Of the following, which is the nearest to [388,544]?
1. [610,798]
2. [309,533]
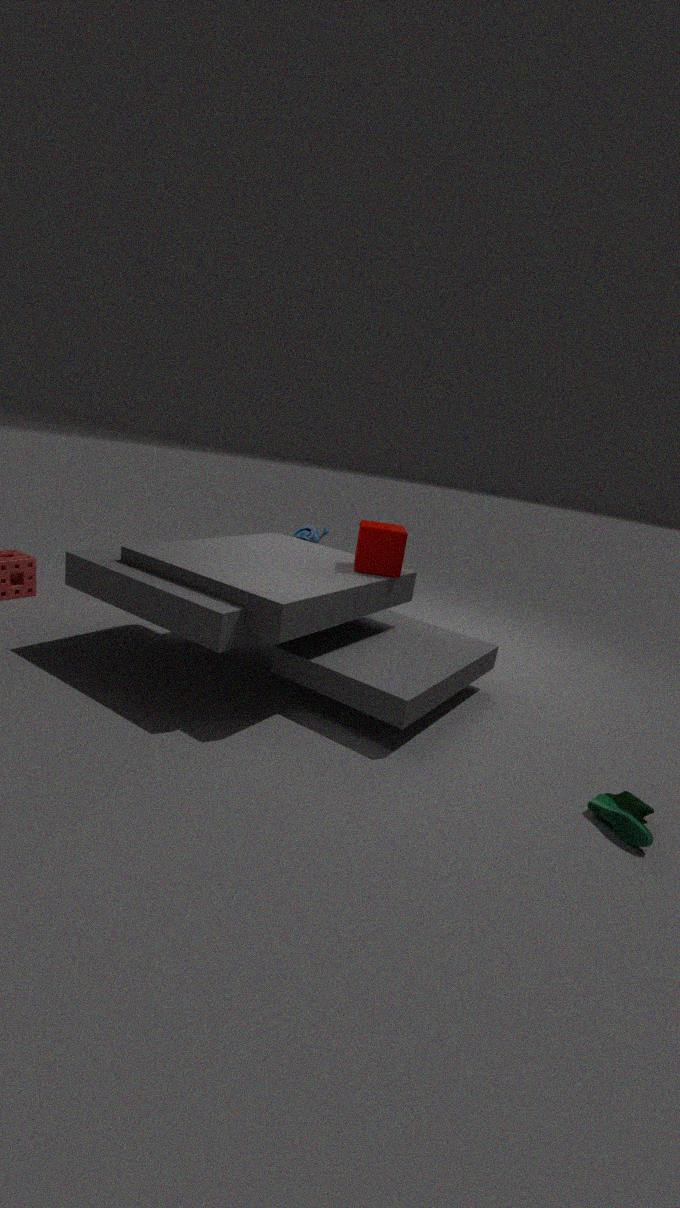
[309,533]
